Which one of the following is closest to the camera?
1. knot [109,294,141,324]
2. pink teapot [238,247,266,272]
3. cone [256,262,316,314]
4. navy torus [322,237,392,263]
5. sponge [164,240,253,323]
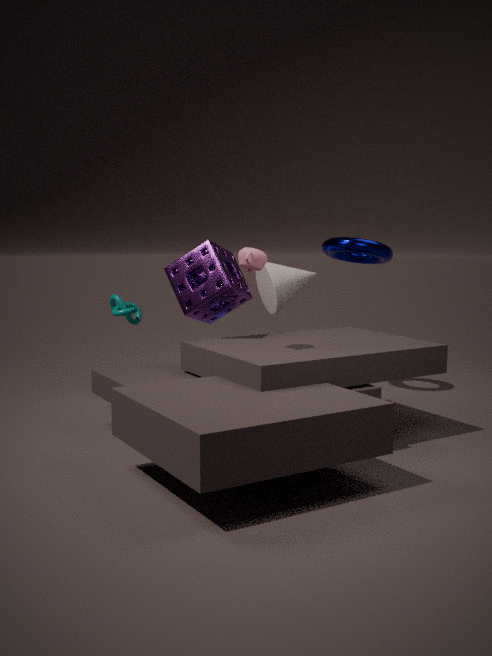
pink teapot [238,247,266,272]
